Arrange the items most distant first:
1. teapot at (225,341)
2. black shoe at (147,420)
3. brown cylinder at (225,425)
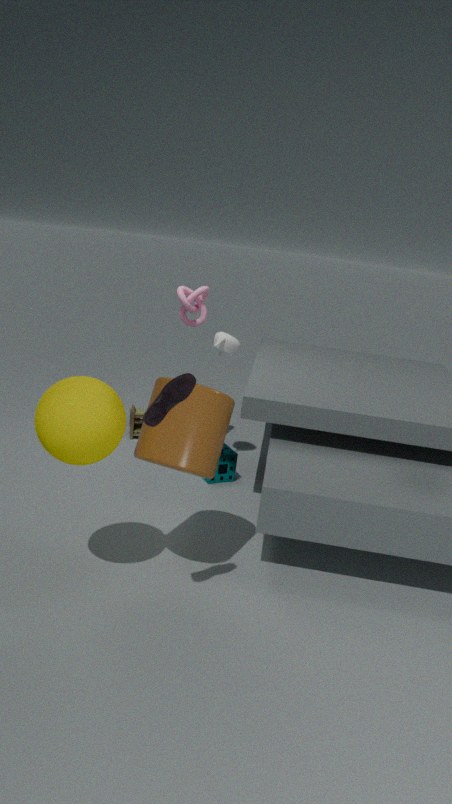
teapot at (225,341), brown cylinder at (225,425), black shoe at (147,420)
